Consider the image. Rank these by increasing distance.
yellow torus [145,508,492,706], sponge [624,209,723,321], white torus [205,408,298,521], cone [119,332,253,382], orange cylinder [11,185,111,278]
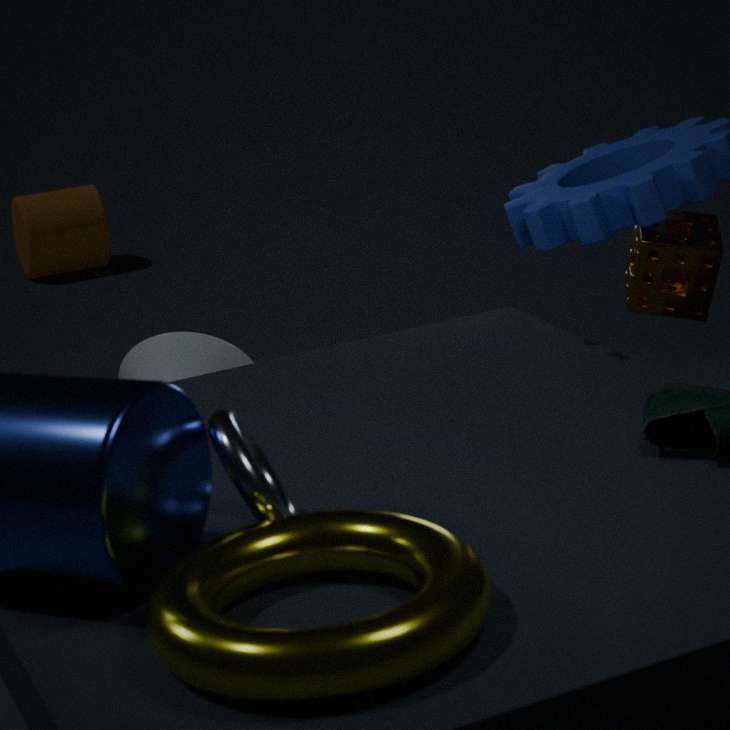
yellow torus [145,508,492,706], white torus [205,408,298,521], sponge [624,209,723,321], cone [119,332,253,382], orange cylinder [11,185,111,278]
